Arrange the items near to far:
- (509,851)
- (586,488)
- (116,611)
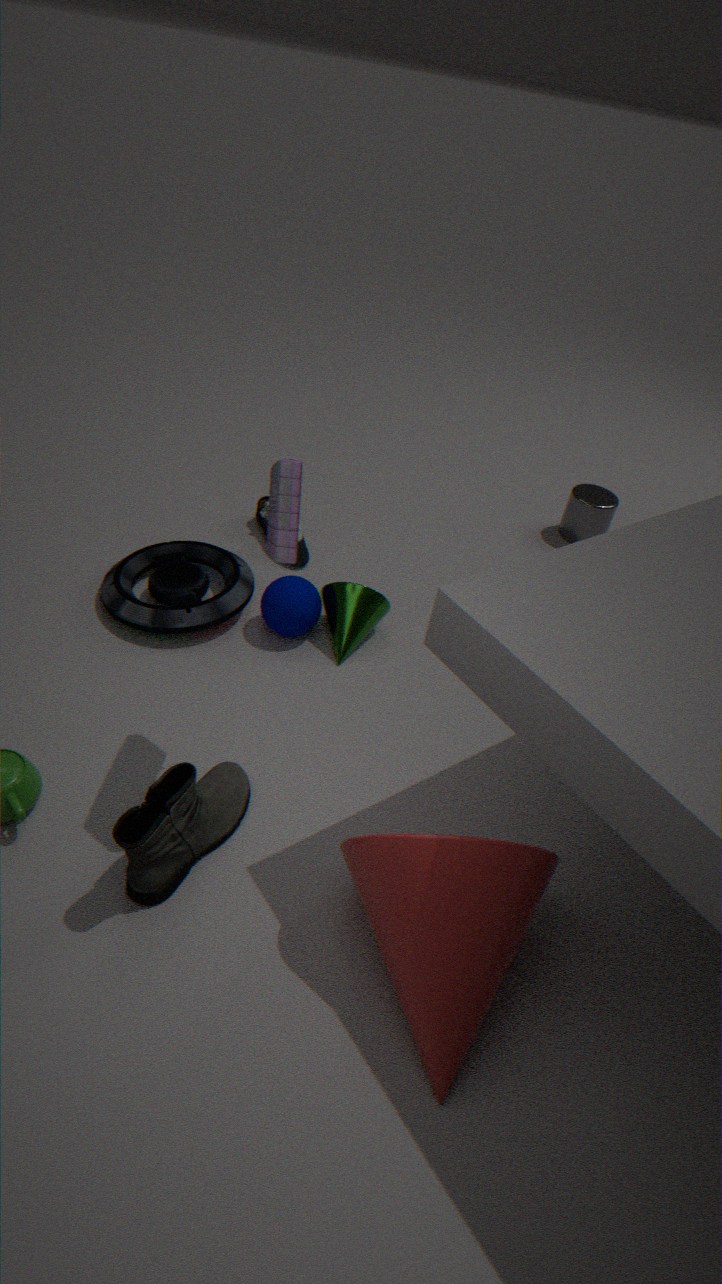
(509,851) < (116,611) < (586,488)
